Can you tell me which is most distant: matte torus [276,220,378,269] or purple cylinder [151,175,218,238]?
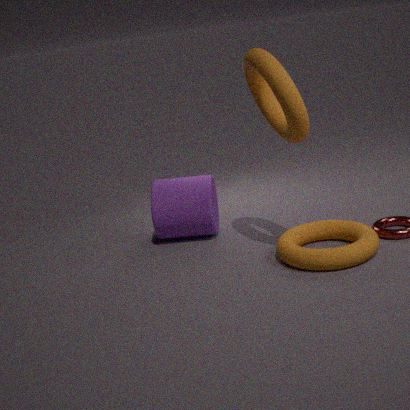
purple cylinder [151,175,218,238]
